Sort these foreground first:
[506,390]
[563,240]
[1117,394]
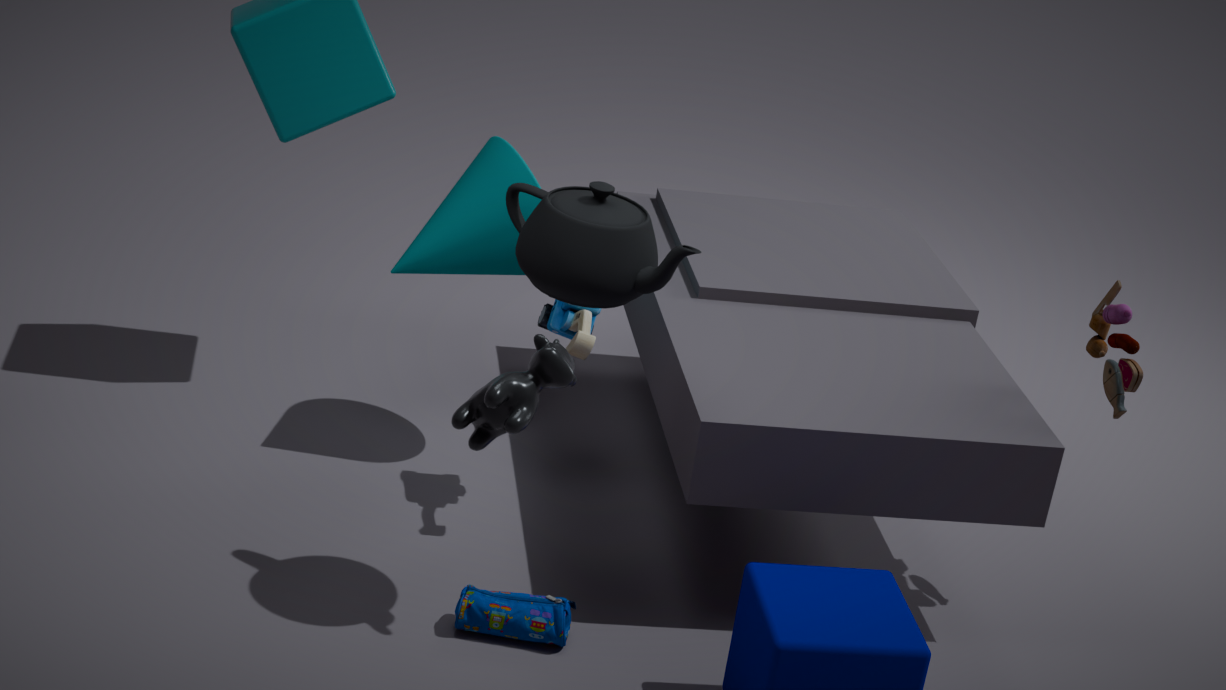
[506,390], [563,240], [1117,394]
